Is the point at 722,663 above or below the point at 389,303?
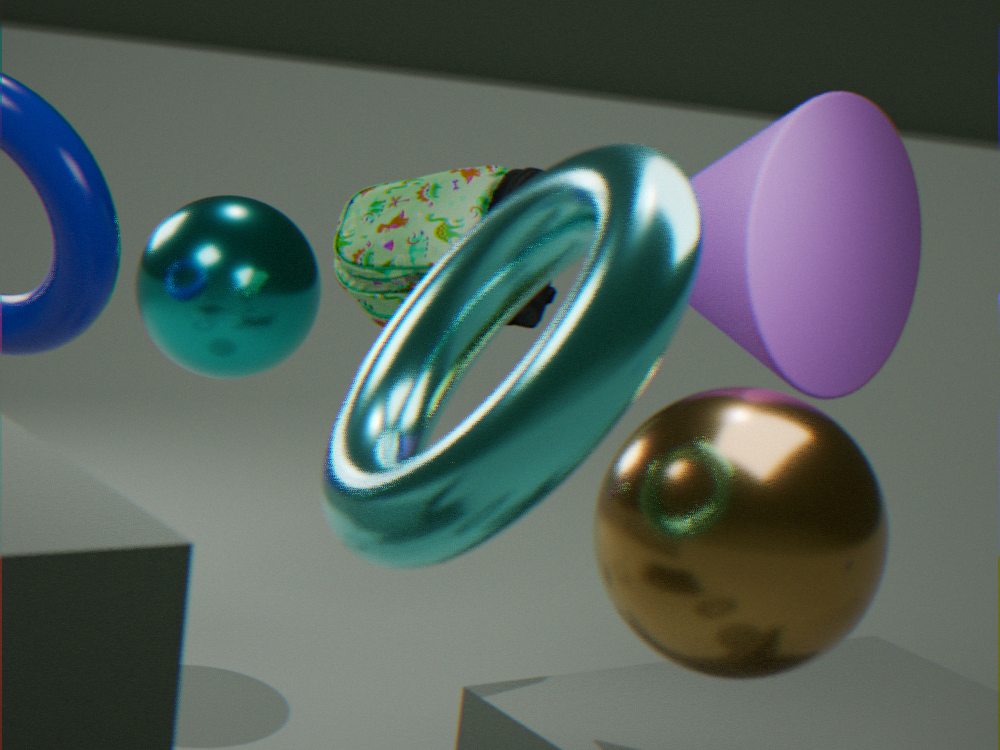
below
